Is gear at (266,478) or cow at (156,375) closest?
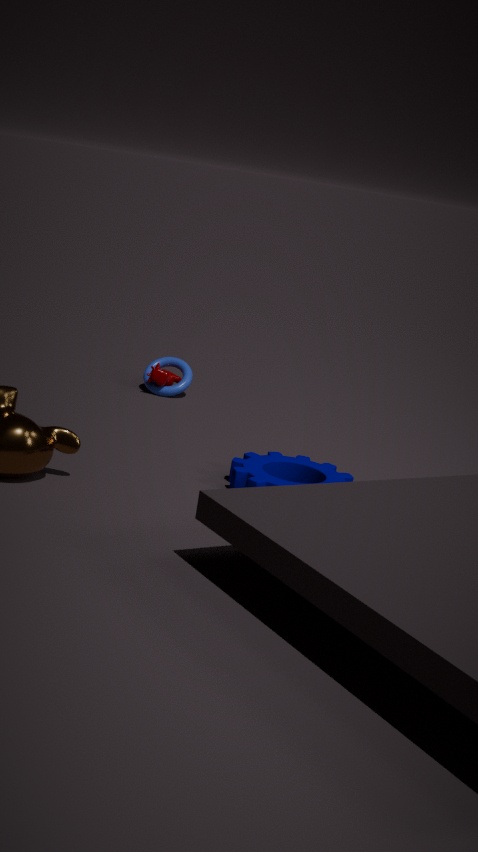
gear at (266,478)
